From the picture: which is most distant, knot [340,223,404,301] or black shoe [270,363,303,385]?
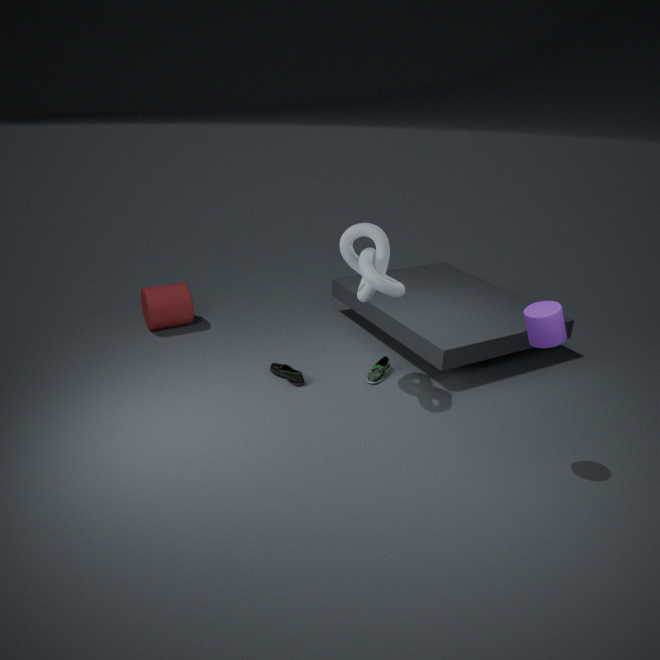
black shoe [270,363,303,385]
